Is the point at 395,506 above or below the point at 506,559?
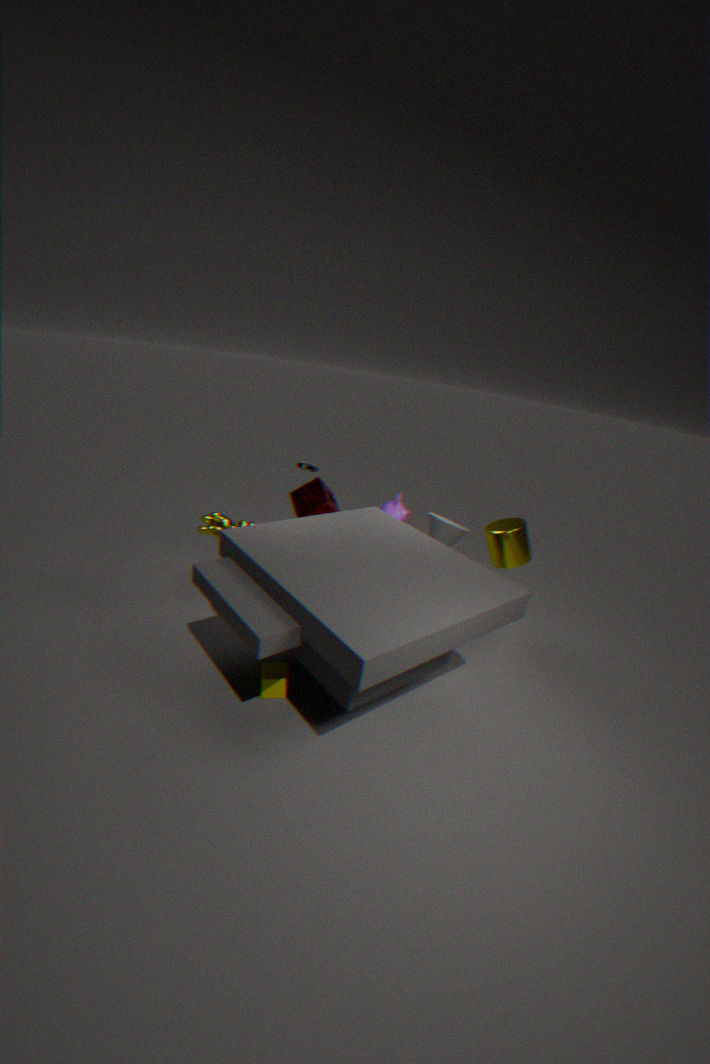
below
